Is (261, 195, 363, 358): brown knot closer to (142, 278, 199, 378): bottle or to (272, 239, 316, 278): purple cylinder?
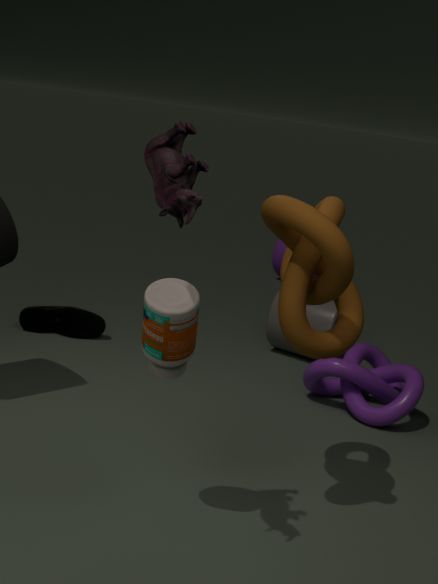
(142, 278, 199, 378): bottle
